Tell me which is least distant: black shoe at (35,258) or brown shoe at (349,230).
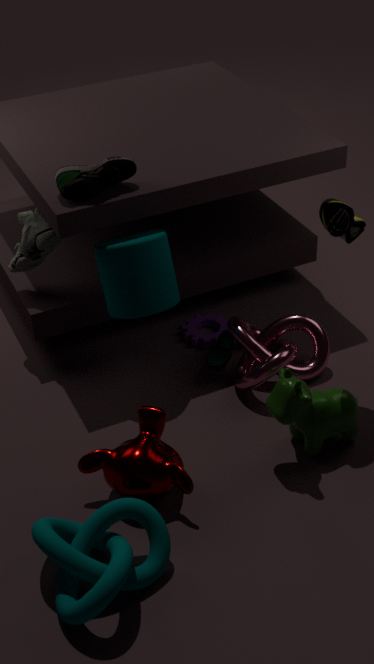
brown shoe at (349,230)
